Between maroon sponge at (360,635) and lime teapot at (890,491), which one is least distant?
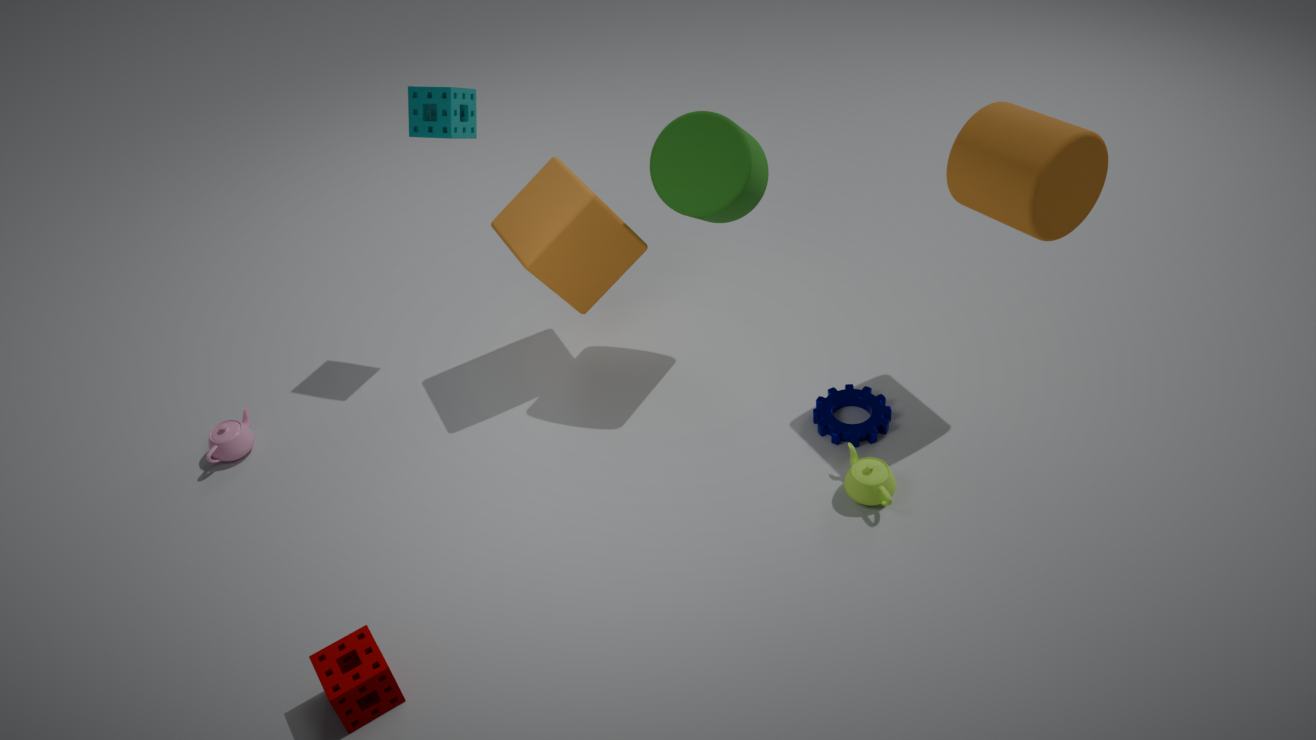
maroon sponge at (360,635)
